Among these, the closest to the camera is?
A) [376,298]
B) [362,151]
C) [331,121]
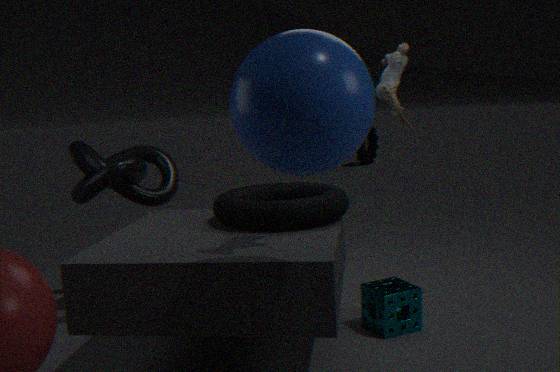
[331,121]
